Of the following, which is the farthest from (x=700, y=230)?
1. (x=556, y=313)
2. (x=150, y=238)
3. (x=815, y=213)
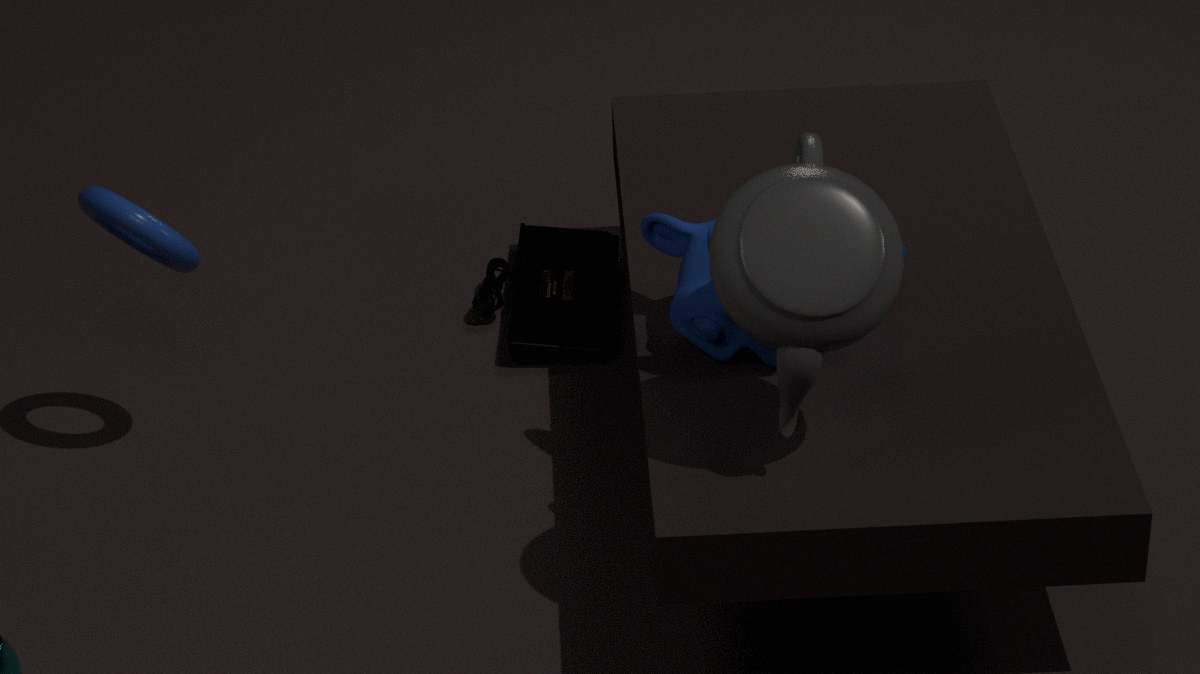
(x=150, y=238)
